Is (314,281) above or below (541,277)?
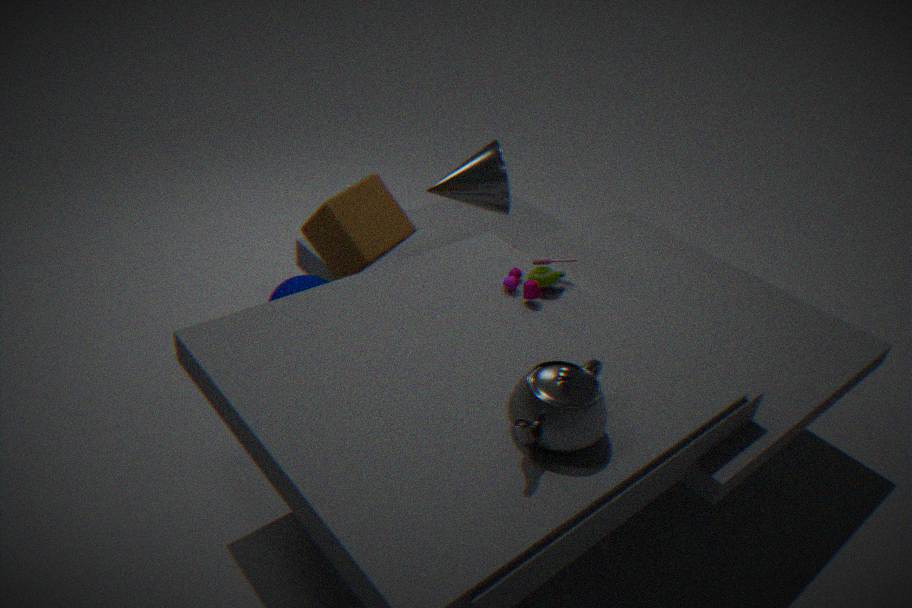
below
